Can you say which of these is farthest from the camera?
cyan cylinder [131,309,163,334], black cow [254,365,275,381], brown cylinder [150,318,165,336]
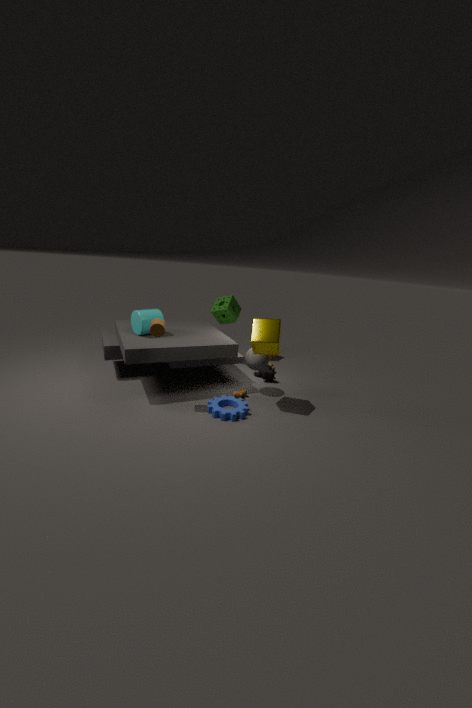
black cow [254,365,275,381]
